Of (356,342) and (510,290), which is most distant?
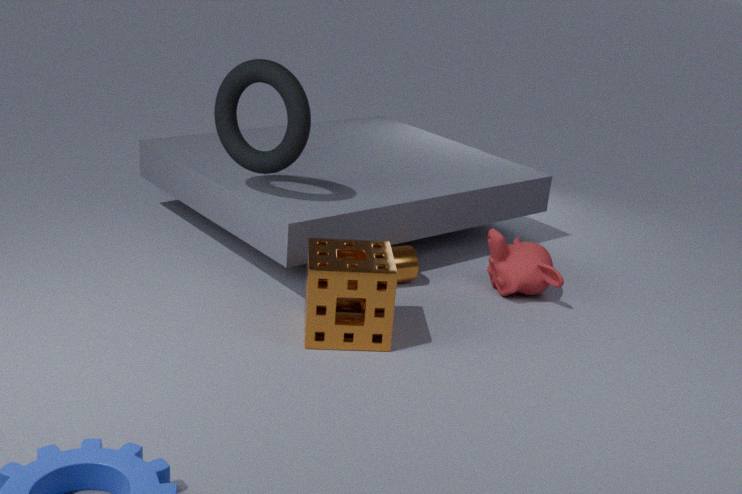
(510,290)
